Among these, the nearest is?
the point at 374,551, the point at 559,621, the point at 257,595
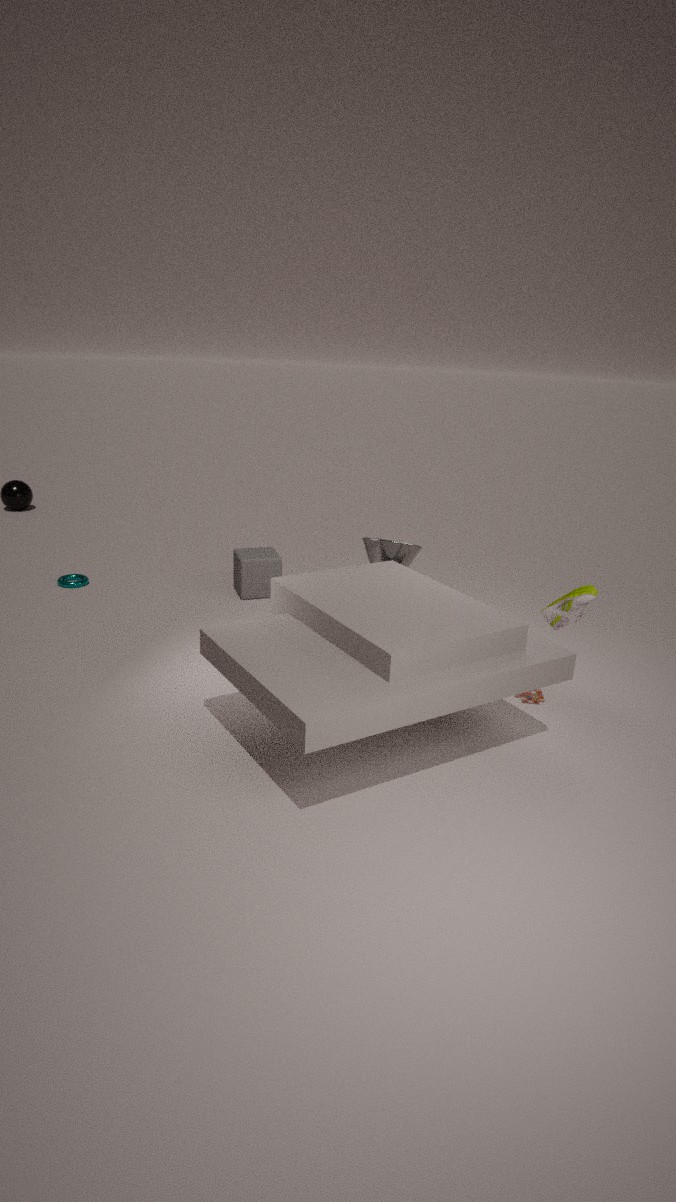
the point at 559,621
